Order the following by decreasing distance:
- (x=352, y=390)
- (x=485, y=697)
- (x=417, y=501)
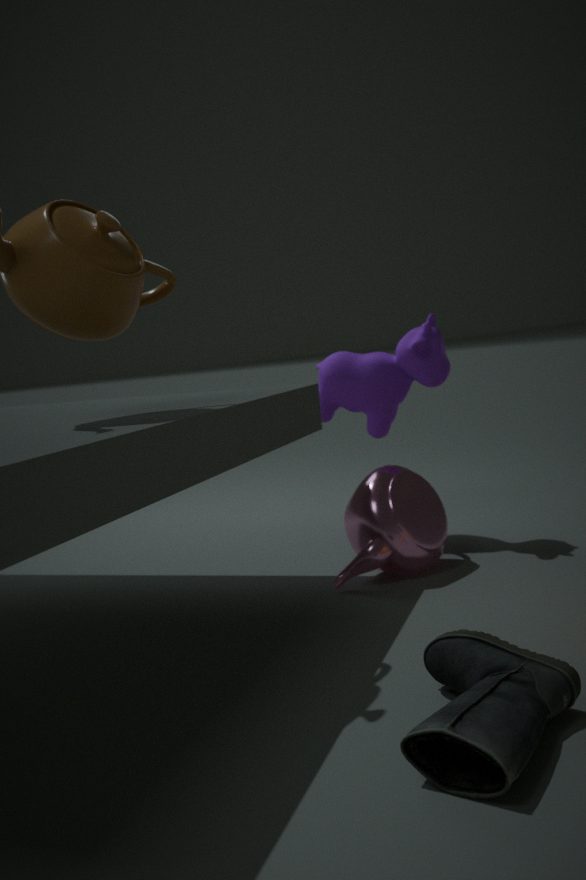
1. (x=352, y=390)
2. (x=417, y=501)
3. (x=485, y=697)
